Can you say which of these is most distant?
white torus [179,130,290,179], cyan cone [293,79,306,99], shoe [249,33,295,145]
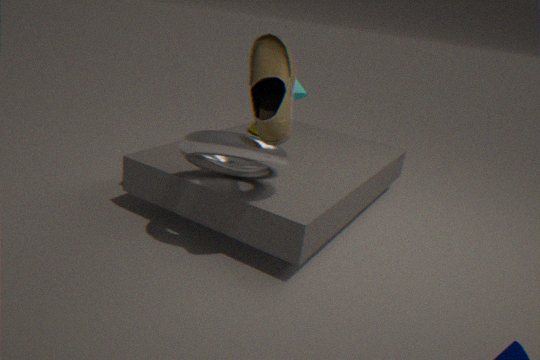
cyan cone [293,79,306,99]
